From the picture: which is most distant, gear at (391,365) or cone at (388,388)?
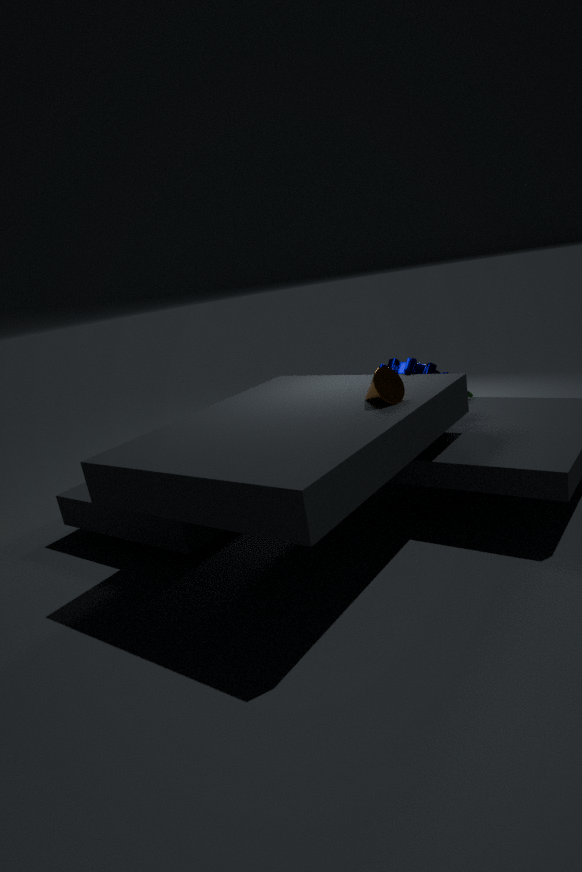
gear at (391,365)
